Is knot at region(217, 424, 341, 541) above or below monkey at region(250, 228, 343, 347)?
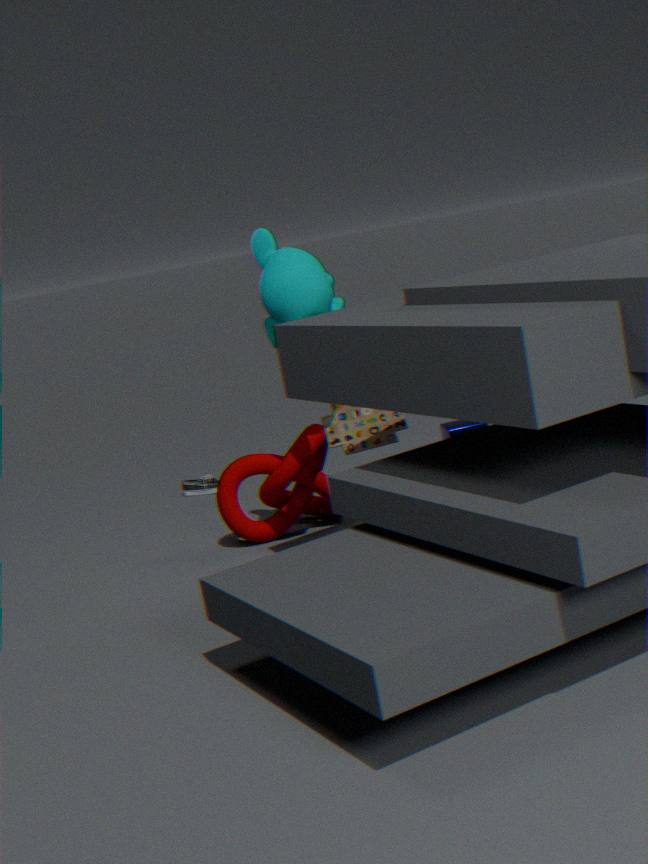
below
